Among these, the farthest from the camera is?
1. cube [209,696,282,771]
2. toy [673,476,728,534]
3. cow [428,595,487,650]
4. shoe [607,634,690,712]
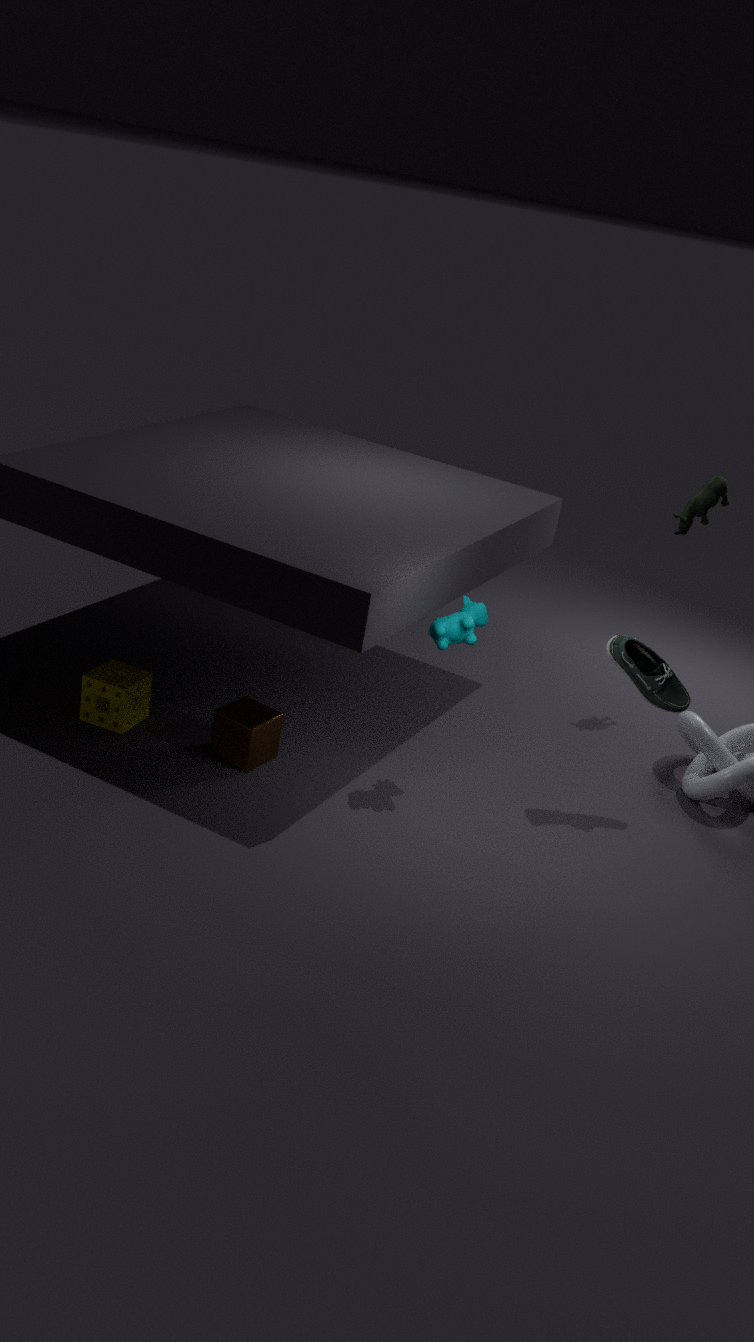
toy [673,476,728,534]
